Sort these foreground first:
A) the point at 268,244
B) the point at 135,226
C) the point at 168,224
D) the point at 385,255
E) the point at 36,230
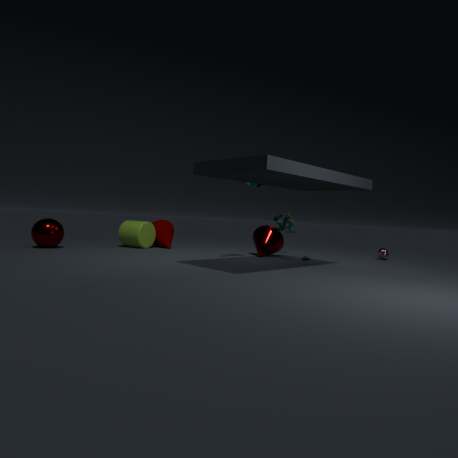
the point at 36,230 → the point at 268,244 → the point at 135,226 → the point at 385,255 → the point at 168,224
